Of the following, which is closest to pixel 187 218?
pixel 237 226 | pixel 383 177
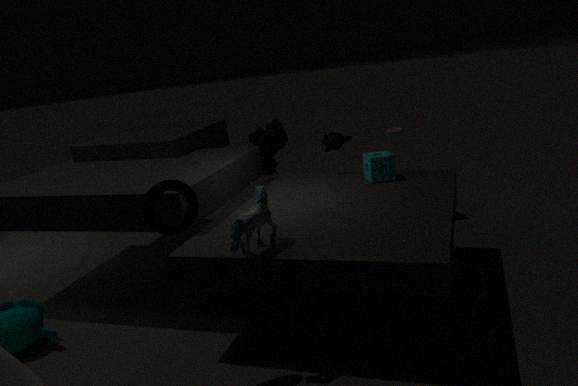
pixel 237 226
